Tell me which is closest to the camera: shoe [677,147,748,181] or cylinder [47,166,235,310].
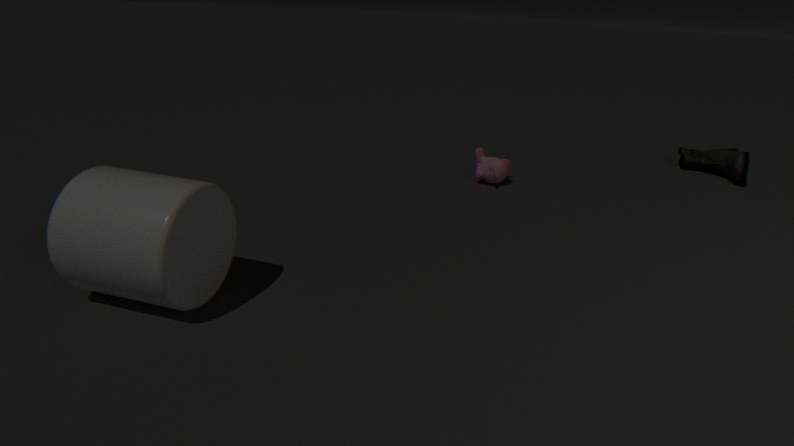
cylinder [47,166,235,310]
